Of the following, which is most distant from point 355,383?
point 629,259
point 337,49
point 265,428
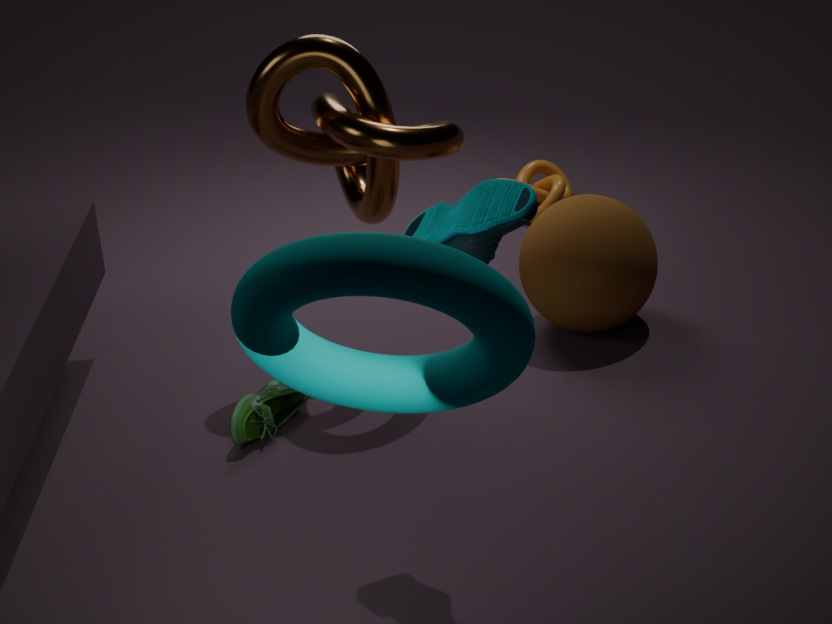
point 629,259
